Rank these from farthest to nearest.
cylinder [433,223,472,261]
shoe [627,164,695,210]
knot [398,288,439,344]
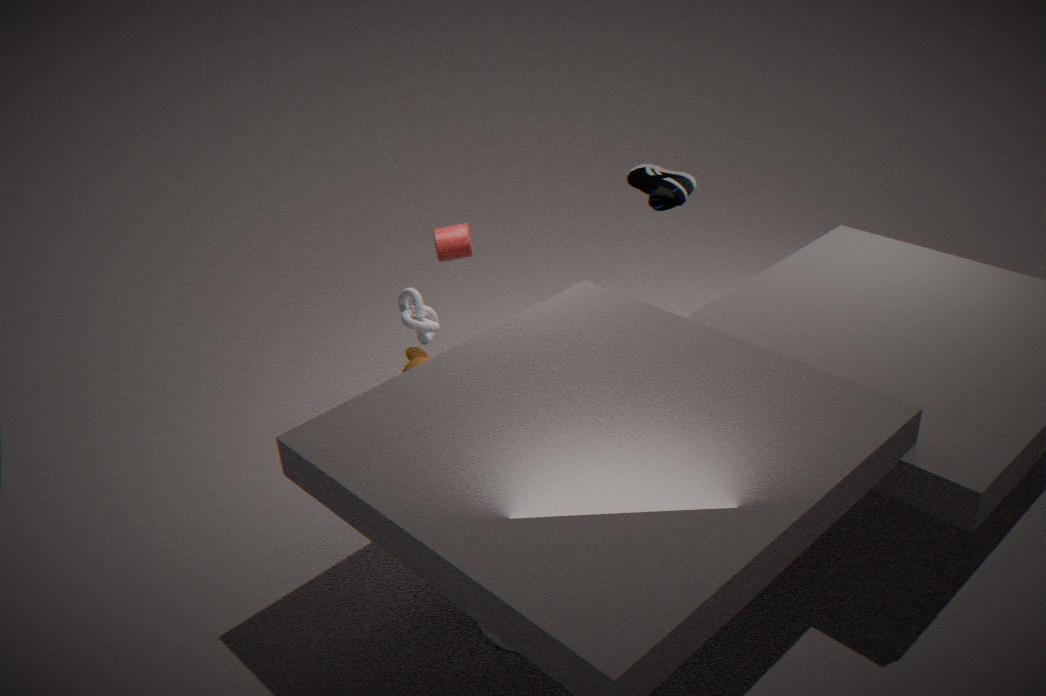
cylinder [433,223,472,261]
shoe [627,164,695,210]
knot [398,288,439,344]
